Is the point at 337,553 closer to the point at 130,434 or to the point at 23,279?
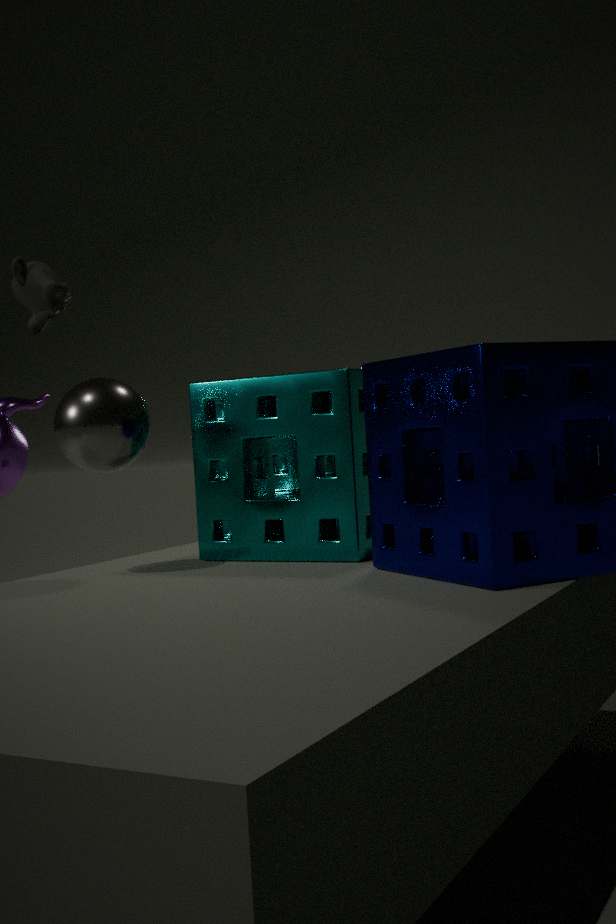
the point at 130,434
